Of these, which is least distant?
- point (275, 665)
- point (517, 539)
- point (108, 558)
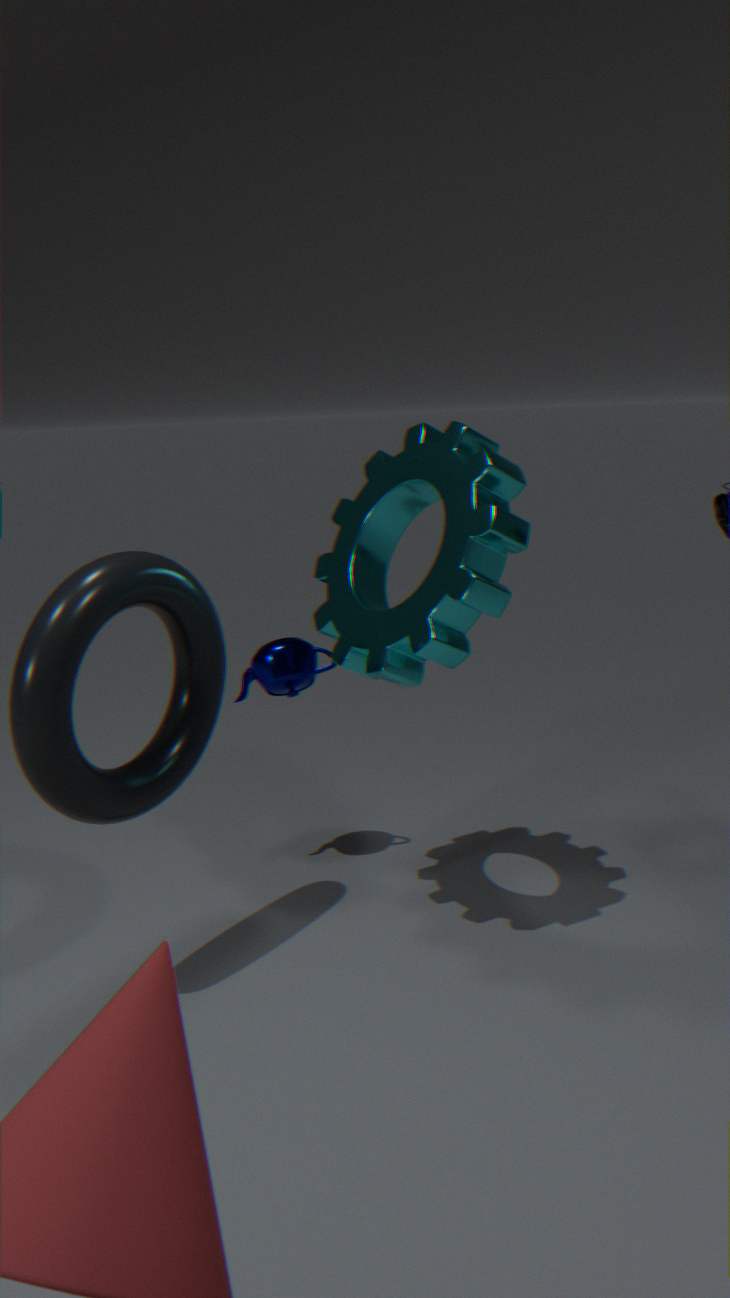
point (108, 558)
